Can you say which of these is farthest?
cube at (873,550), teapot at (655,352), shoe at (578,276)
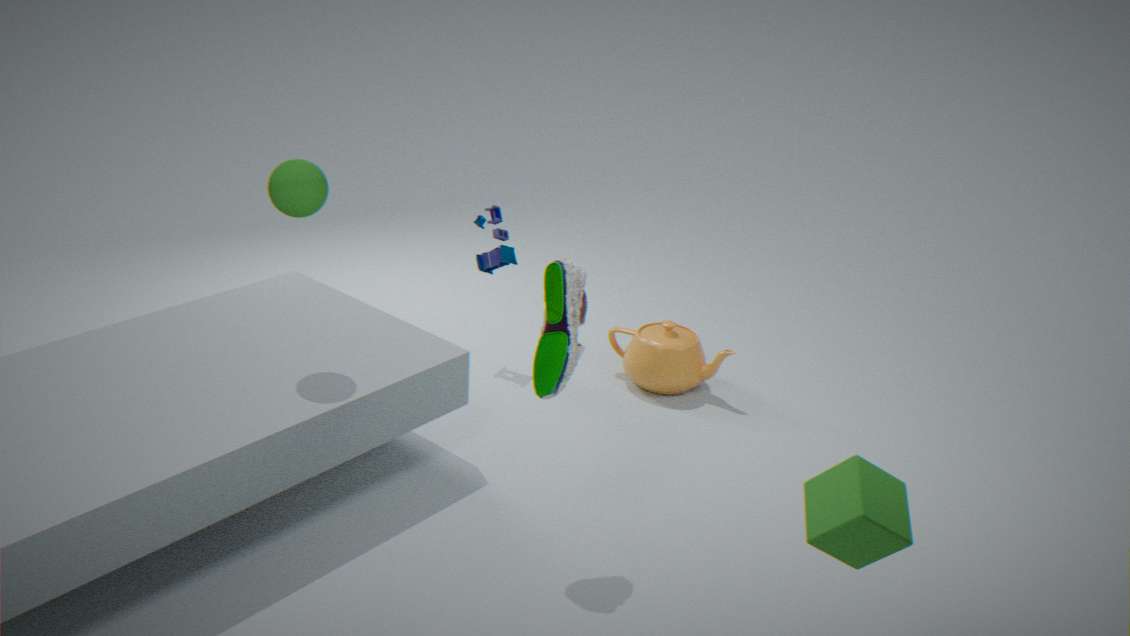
teapot at (655,352)
